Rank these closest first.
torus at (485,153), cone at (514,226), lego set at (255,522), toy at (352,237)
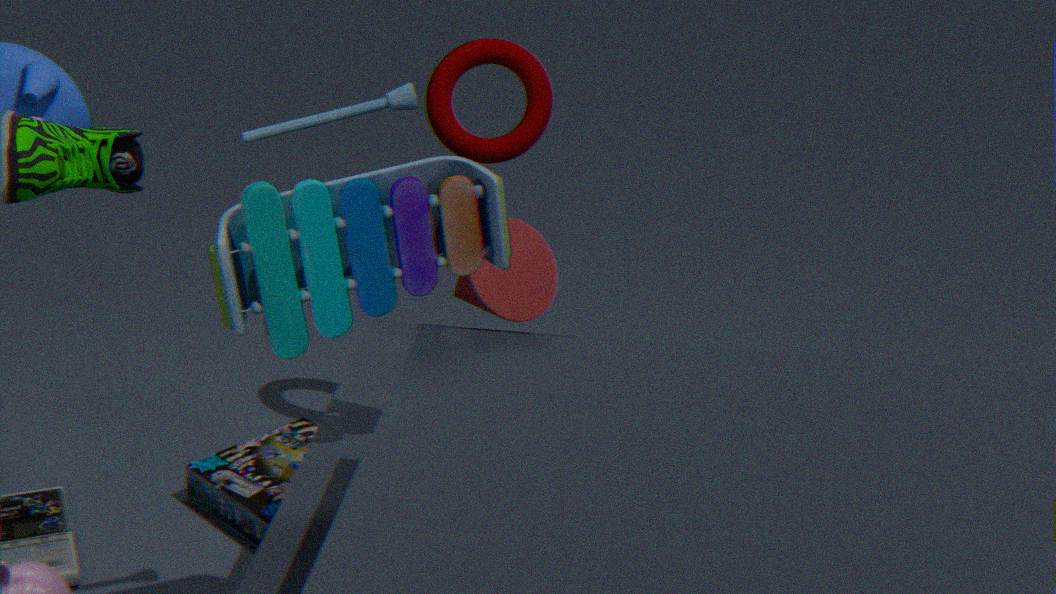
toy at (352,237) < cone at (514,226) < torus at (485,153) < lego set at (255,522)
